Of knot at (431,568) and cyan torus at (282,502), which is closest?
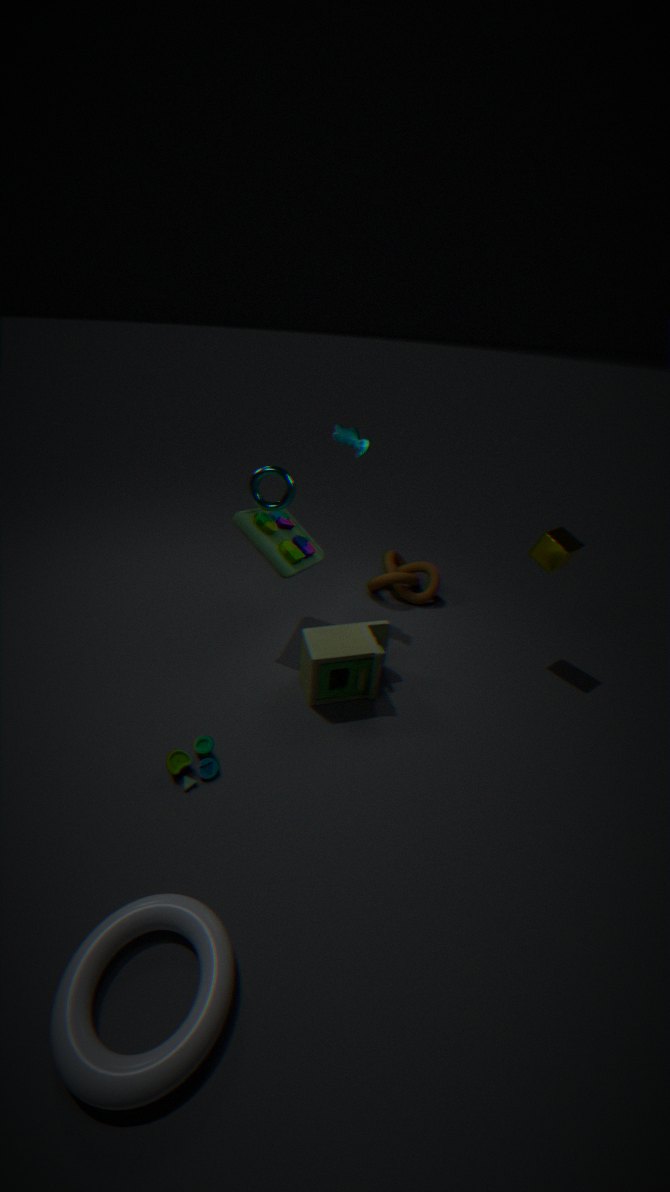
cyan torus at (282,502)
